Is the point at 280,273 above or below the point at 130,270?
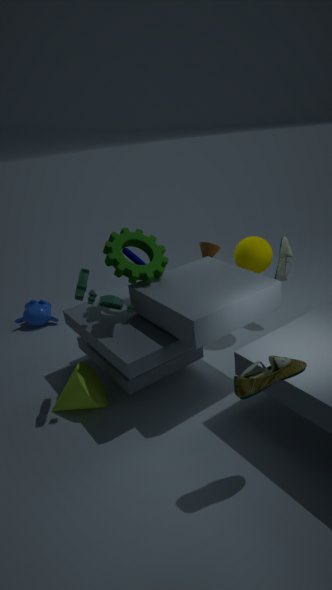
below
